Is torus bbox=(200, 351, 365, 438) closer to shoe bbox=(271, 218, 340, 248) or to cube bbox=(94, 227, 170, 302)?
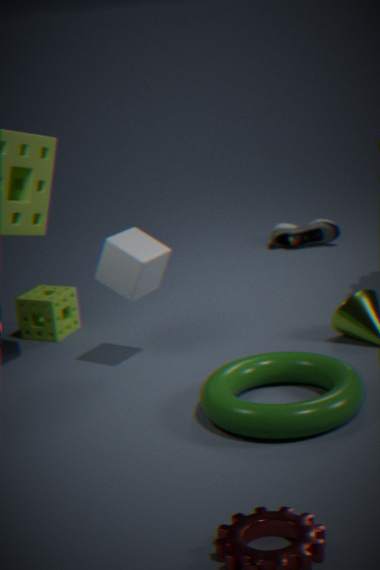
cube bbox=(94, 227, 170, 302)
